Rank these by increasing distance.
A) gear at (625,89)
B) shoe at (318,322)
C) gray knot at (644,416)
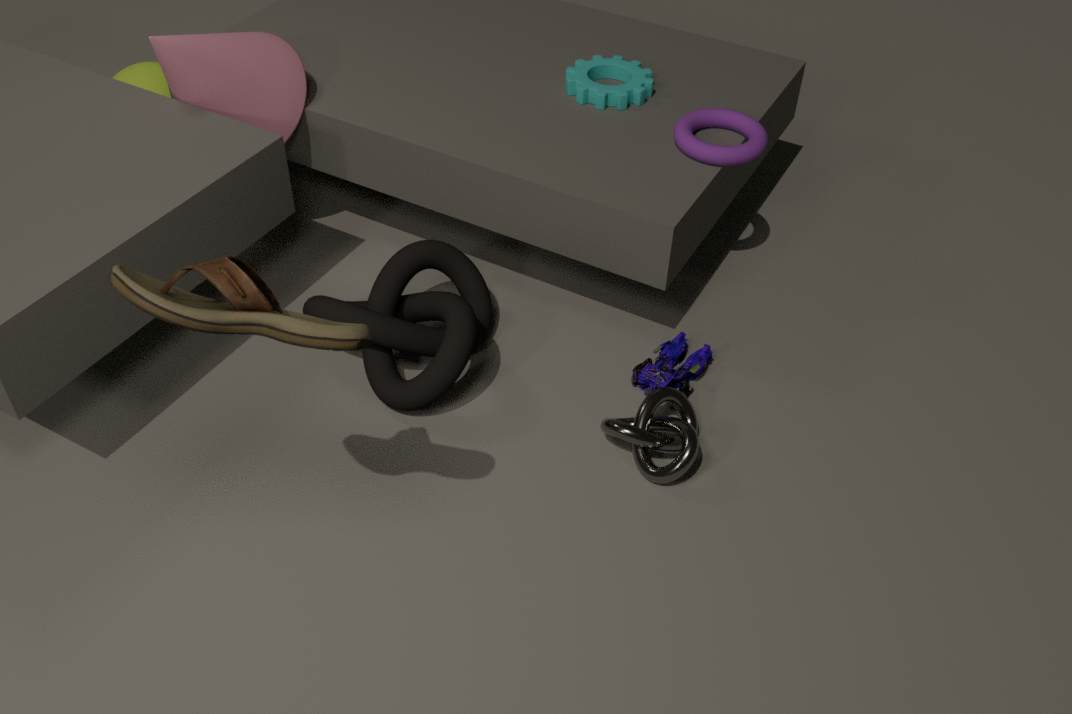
shoe at (318,322) → gray knot at (644,416) → gear at (625,89)
